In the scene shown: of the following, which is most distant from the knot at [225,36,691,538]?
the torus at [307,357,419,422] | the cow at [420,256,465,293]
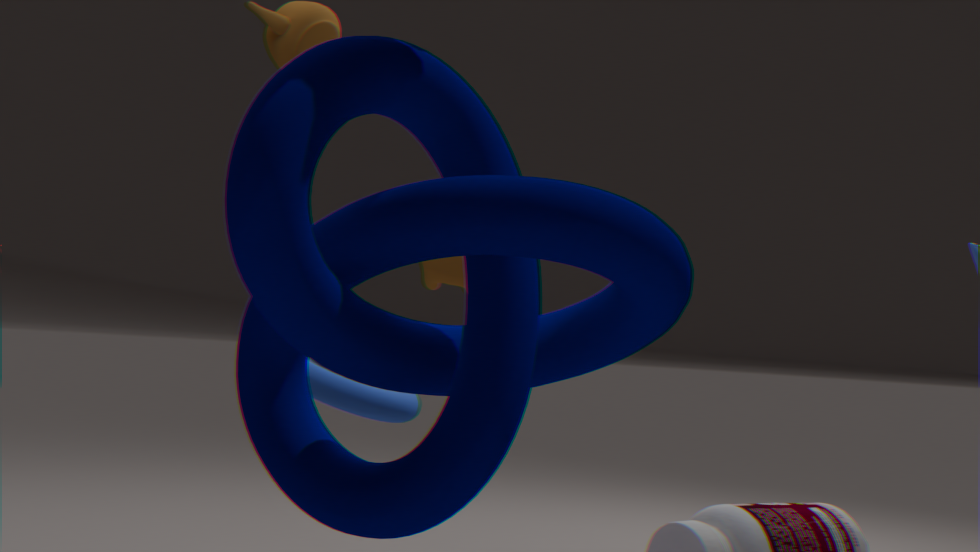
the cow at [420,256,465,293]
